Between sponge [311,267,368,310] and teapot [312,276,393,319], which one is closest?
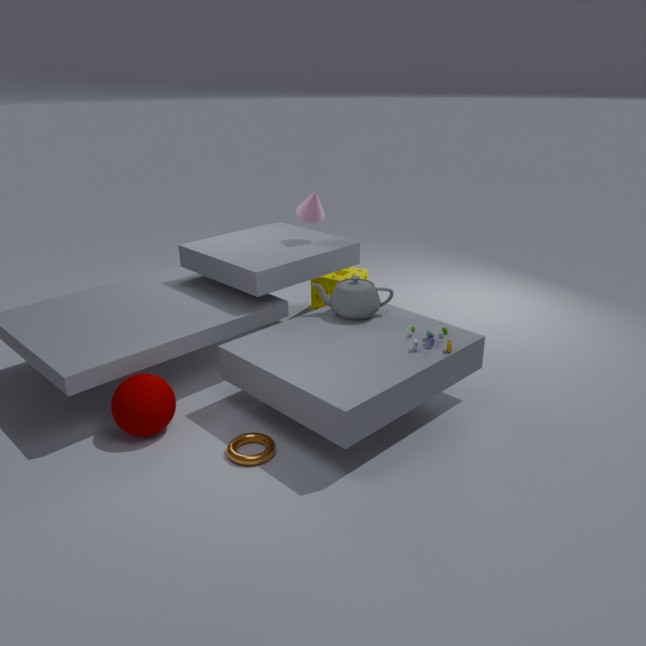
teapot [312,276,393,319]
